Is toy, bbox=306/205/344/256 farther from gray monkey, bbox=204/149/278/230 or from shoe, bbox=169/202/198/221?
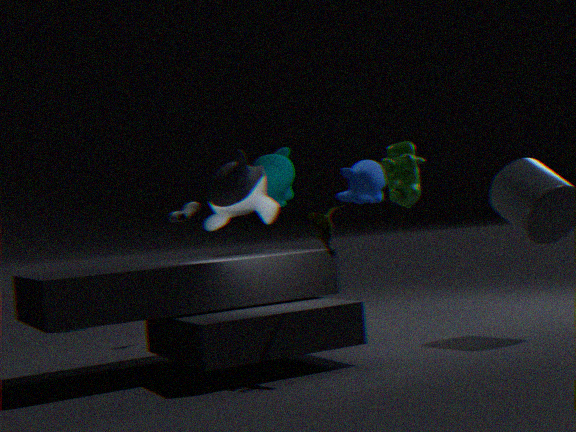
shoe, bbox=169/202/198/221
